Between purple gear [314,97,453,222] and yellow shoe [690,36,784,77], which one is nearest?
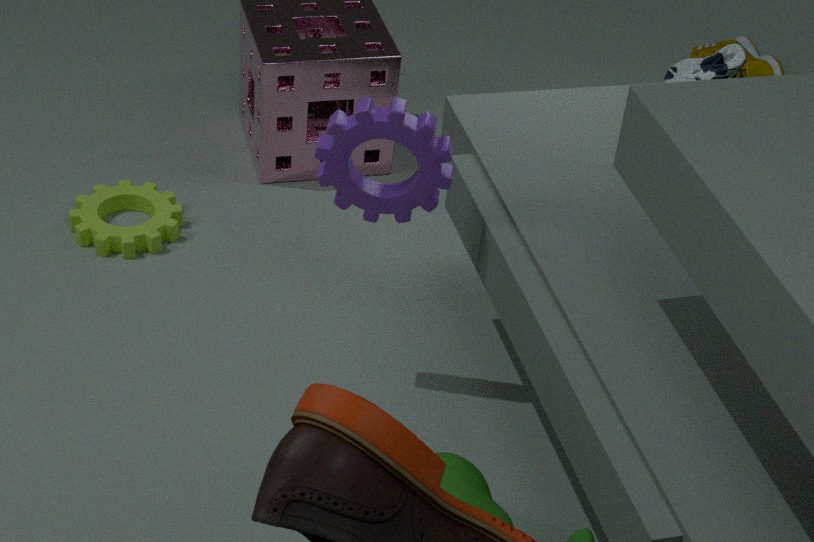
purple gear [314,97,453,222]
